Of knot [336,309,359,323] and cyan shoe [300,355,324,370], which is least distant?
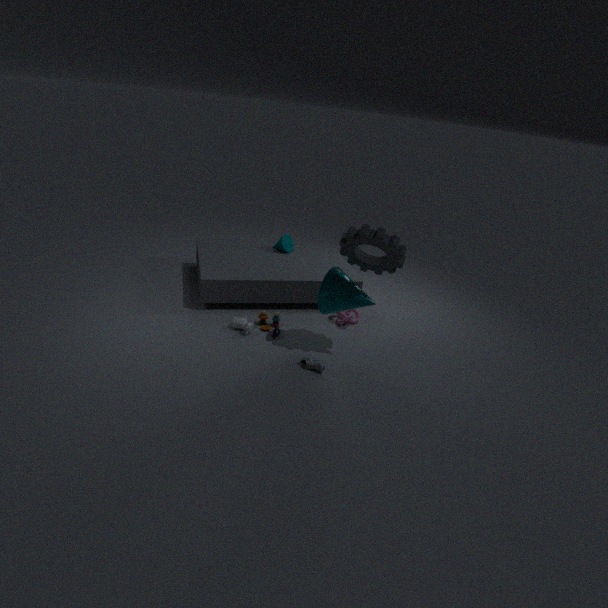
cyan shoe [300,355,324,370]
